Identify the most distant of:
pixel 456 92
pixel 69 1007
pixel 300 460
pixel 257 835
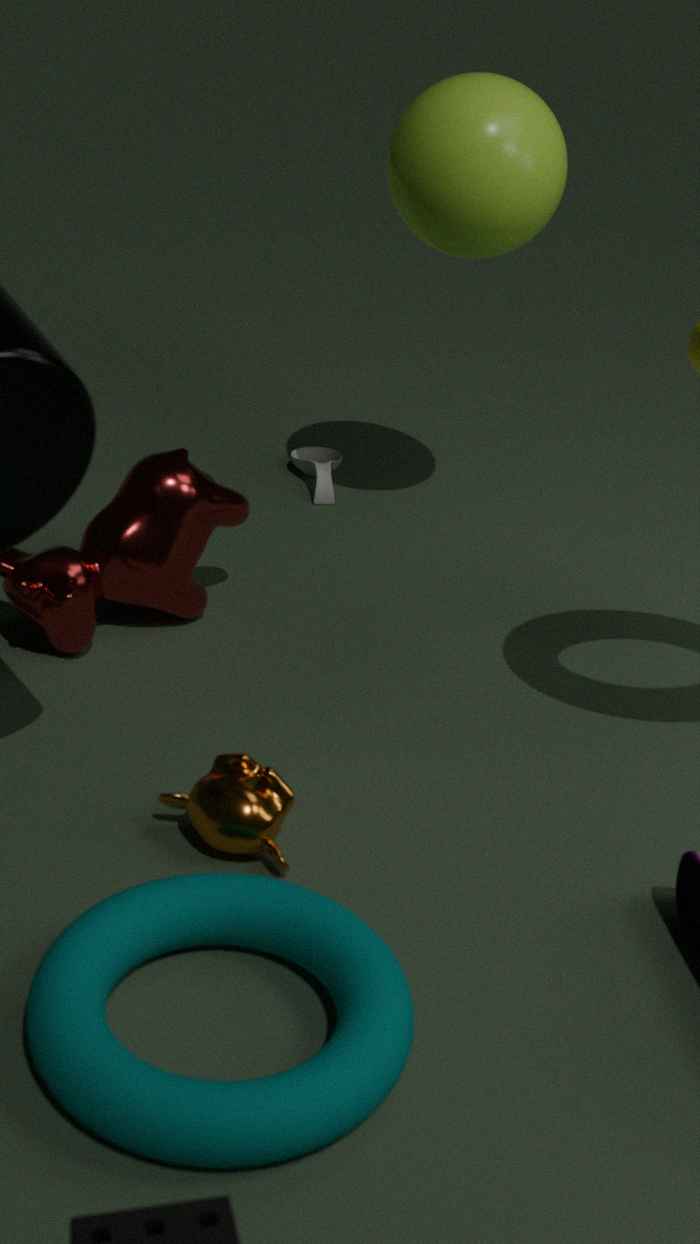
pixel 300 460
